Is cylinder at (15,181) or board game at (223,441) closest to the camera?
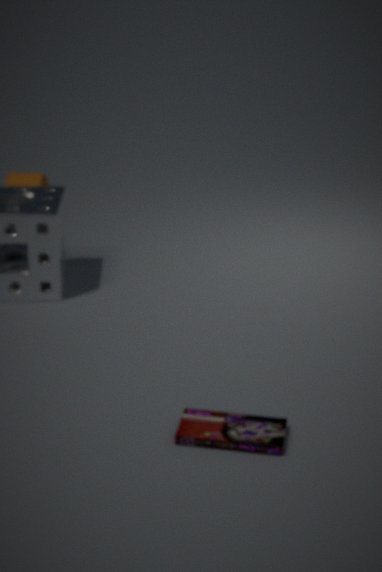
board game at (223,441)
